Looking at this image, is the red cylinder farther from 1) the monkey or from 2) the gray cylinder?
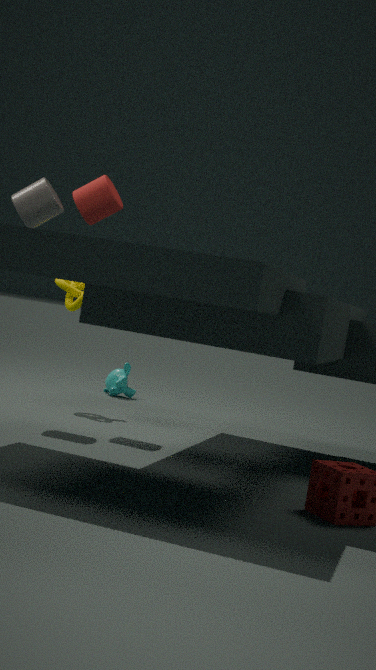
1) the monkey
